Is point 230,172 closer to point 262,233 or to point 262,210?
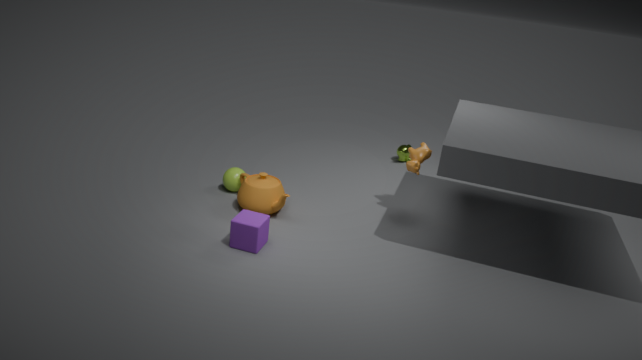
point 262,210
